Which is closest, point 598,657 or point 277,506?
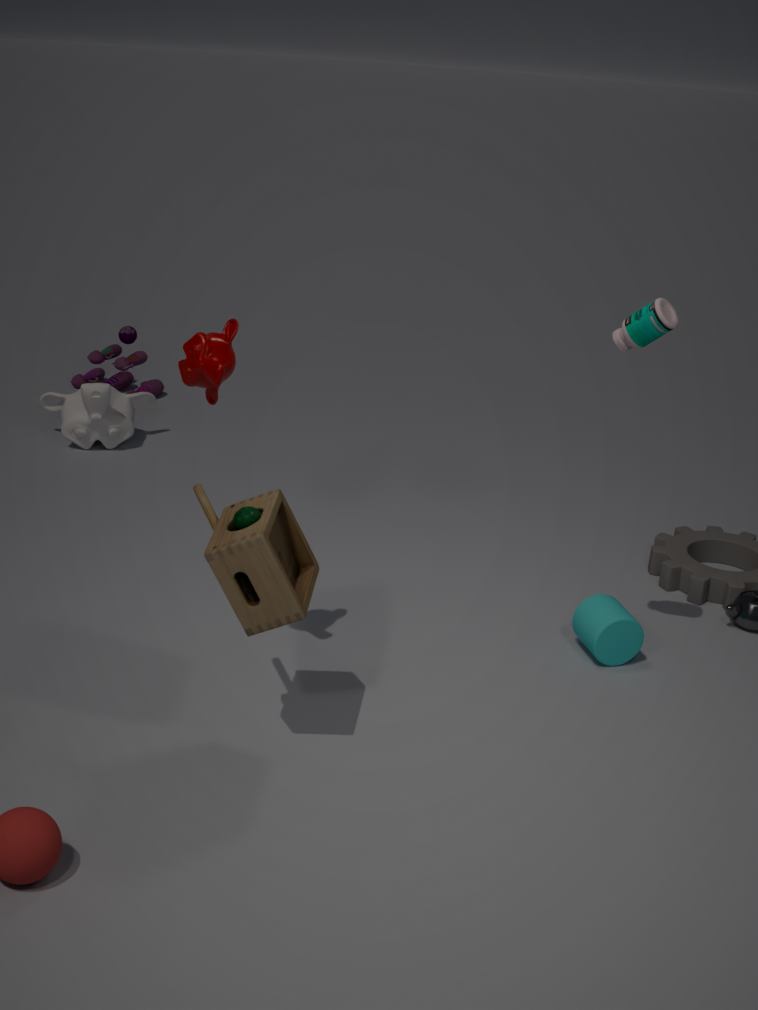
point 277,506
